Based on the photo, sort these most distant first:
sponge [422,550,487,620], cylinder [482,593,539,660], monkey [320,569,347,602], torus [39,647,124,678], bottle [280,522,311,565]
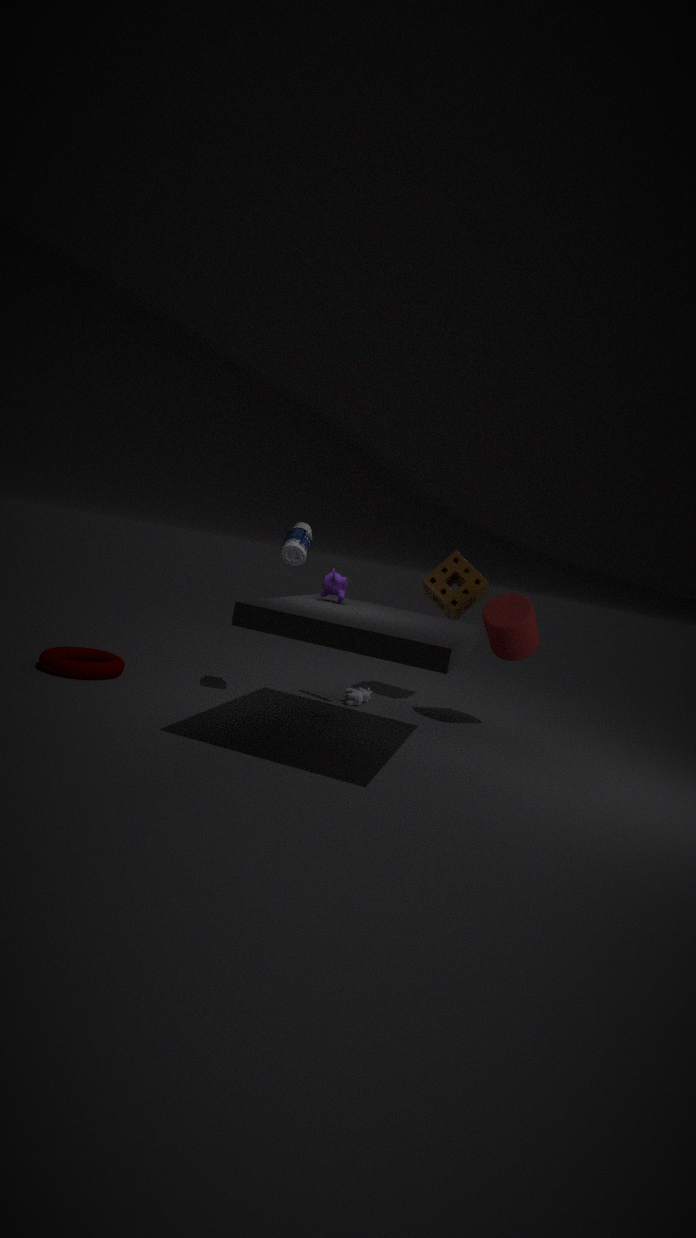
1. sponge [422,550,487,620]
2. cylinder [482,593,539,660]
3. bottle [280,522,311,565]
4. torus [39,647,124,678]
5. monkey [320,569,347,602]
